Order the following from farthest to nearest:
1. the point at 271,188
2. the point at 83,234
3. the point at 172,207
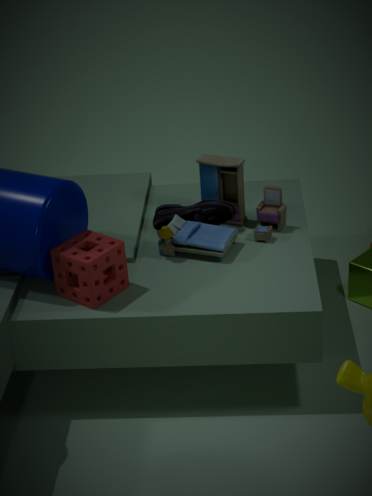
the point at 172,207, the point at 271,188, the point at 83,234
